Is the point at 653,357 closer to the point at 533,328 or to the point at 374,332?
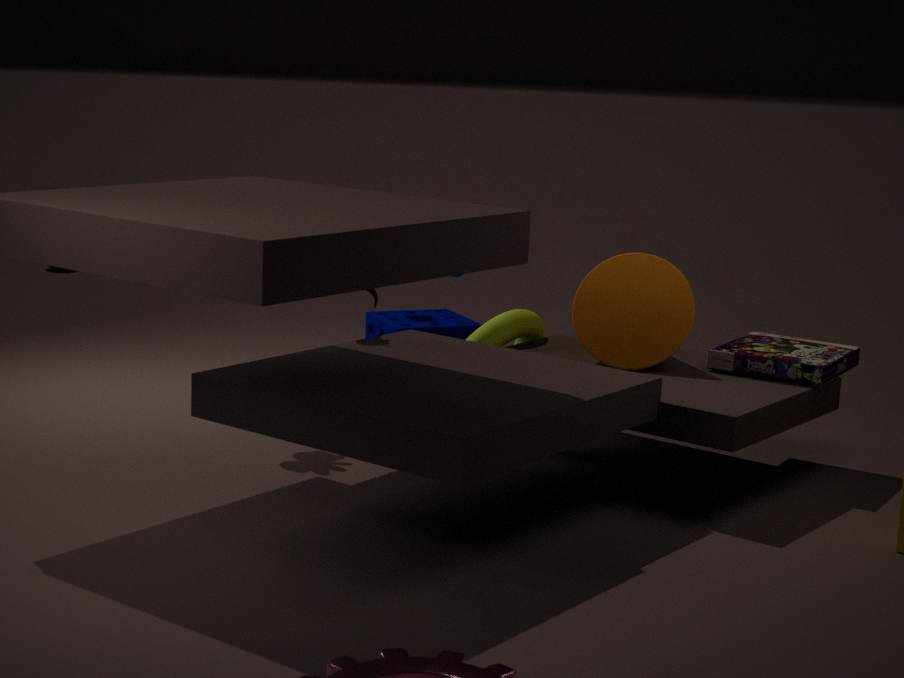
the point at 533,328
